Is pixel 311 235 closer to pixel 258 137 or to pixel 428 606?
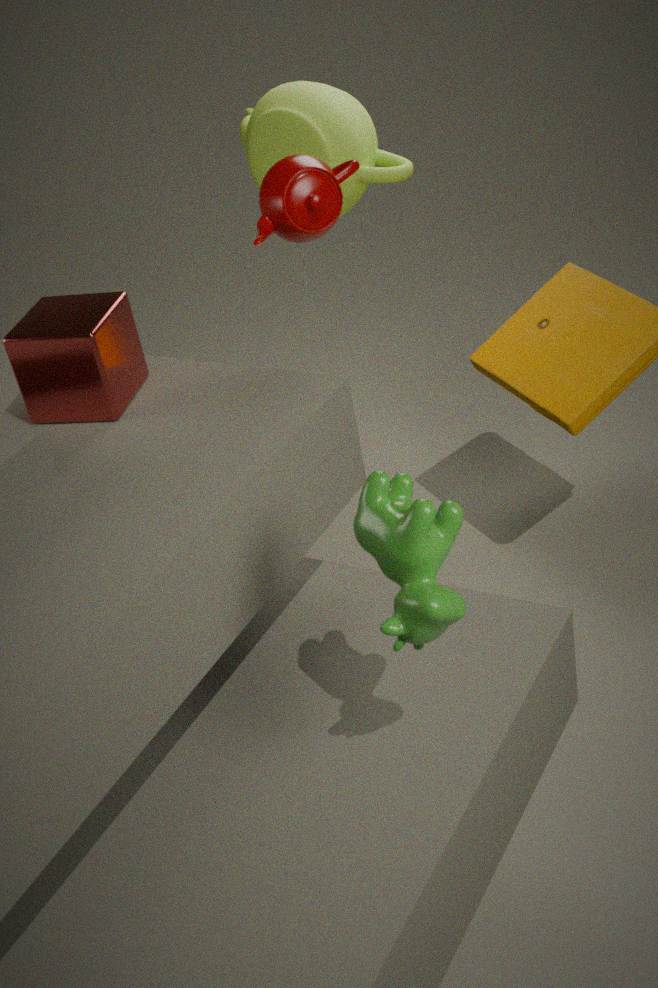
pixel 258 137
